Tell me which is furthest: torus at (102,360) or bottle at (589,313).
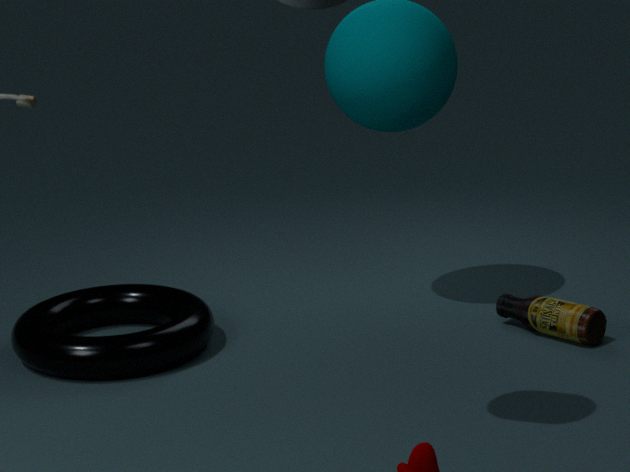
bottle at (589,313)
